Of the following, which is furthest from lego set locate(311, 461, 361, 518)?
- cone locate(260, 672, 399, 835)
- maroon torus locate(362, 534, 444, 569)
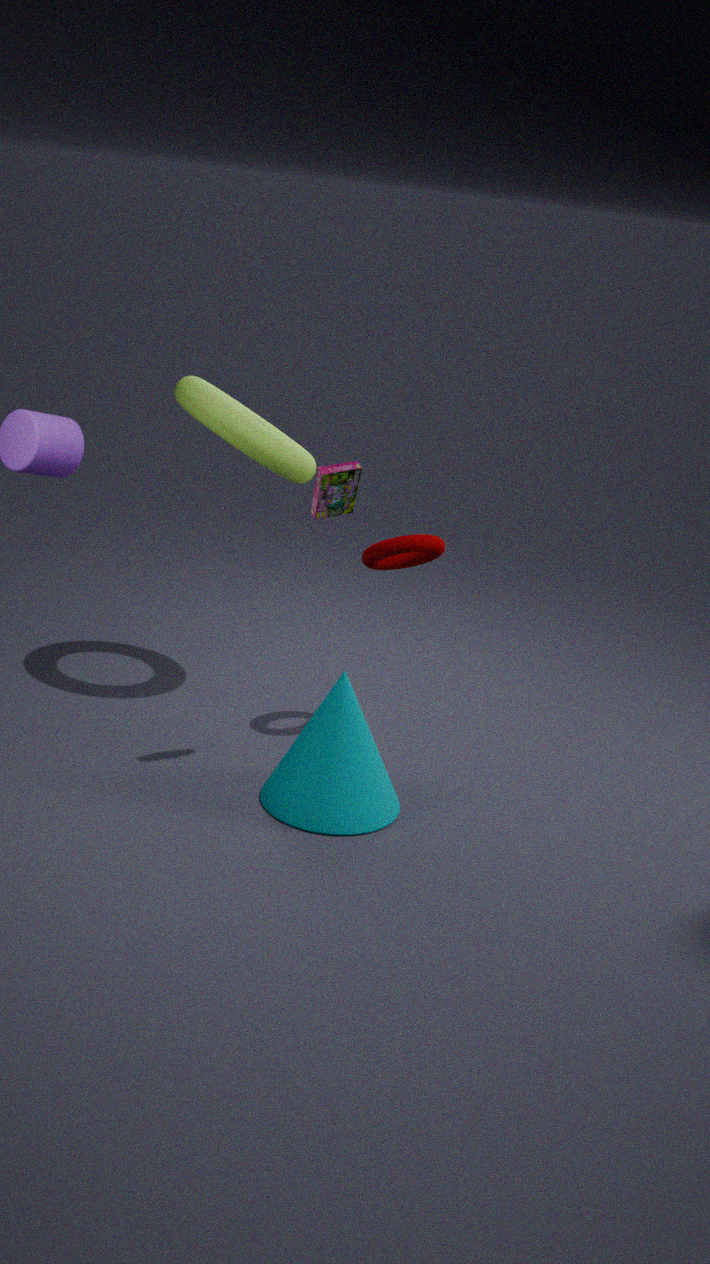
cone locate(260, 672, 399, 835)
